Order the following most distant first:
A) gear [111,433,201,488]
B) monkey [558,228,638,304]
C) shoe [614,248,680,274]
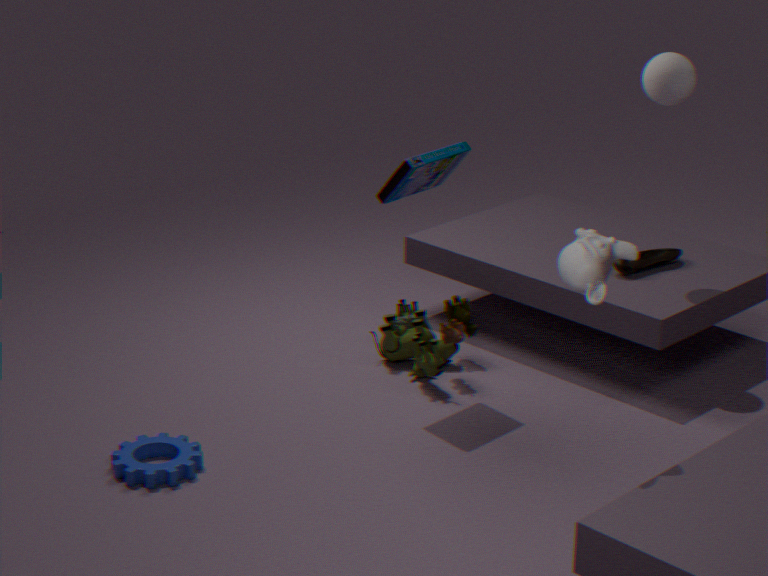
shoe [614,248,680,274], gear [111,433,201,488], monkey [558,228,638,304]
